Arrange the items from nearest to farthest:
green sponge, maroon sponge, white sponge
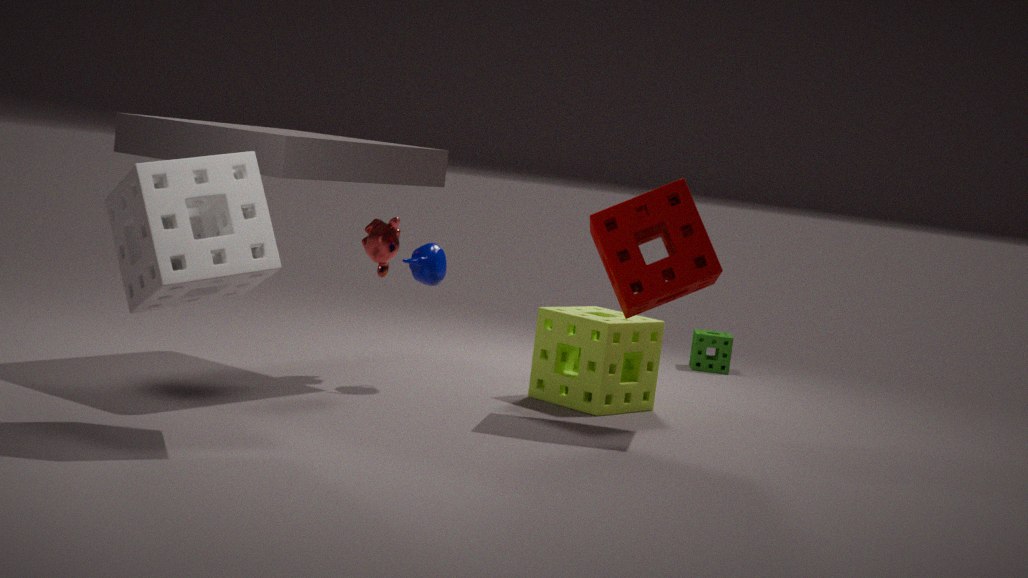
white sponge
maroon sponge
green sponge
